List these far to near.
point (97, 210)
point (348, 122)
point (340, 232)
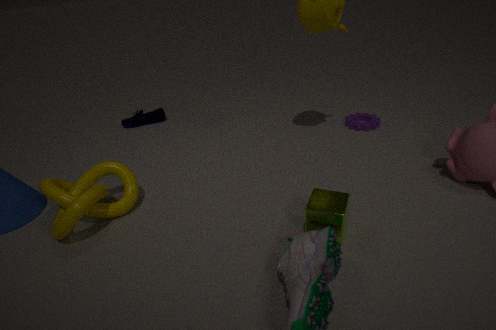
1. point (348, 122)
2. point (97, 210)
3. point (340, 232)
